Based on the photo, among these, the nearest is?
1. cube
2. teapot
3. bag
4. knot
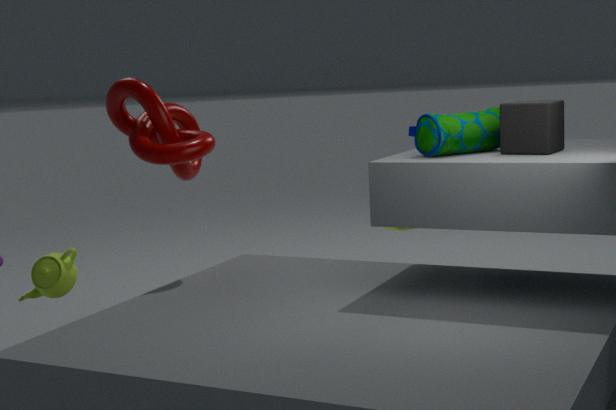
cube
